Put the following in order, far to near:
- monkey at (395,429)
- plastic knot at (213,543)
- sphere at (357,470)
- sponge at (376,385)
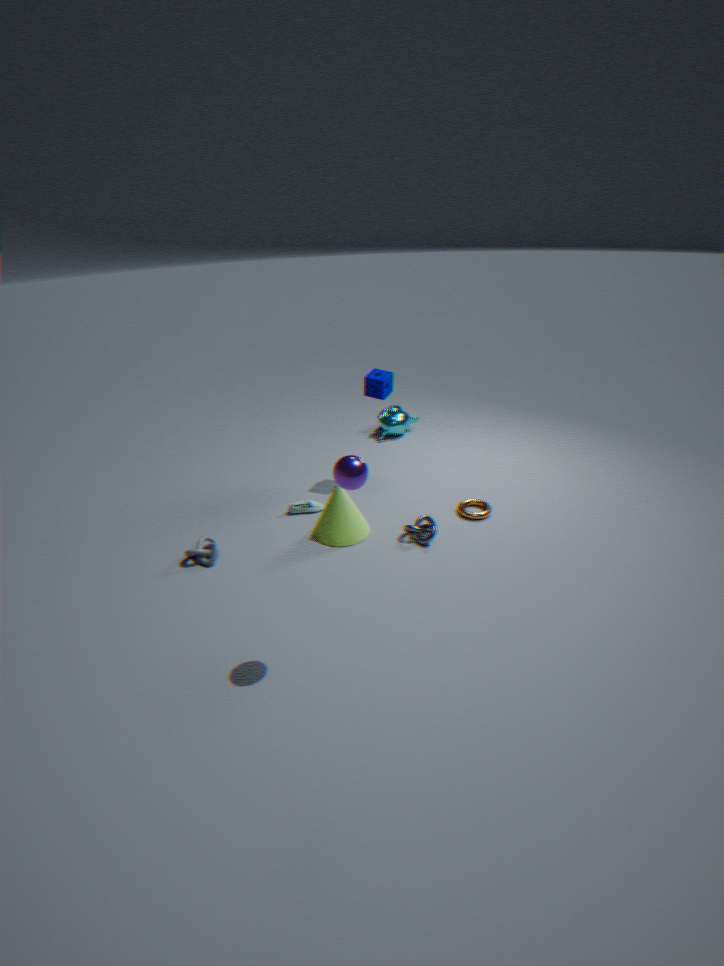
monkey at (395,429)
sponge at (376,385)
plastic knot at (213,543)
sphere at (357,470)
